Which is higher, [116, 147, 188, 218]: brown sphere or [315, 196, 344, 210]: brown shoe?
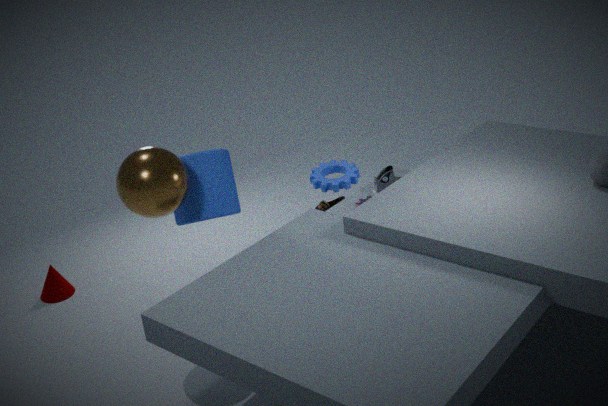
[116, 147, 188, 218]: brown sphere
